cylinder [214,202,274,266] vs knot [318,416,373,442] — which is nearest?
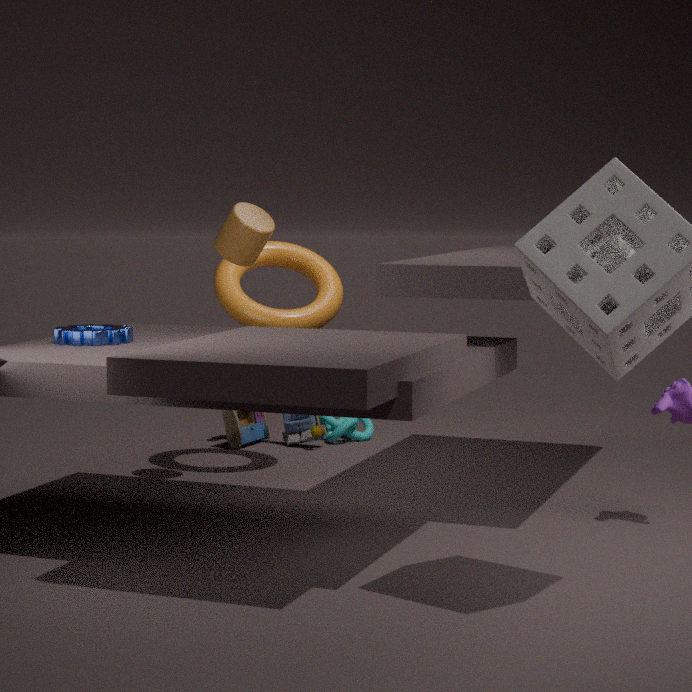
cylinder [214,202,274,266]
